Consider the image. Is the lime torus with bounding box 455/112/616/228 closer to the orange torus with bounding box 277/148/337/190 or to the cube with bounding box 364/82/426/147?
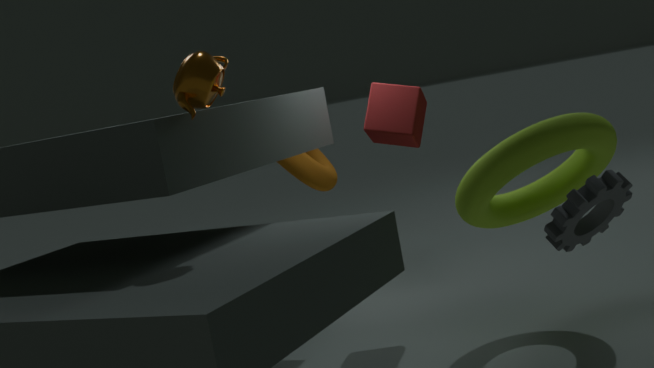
the cube with bounding box 364/82/426/147
